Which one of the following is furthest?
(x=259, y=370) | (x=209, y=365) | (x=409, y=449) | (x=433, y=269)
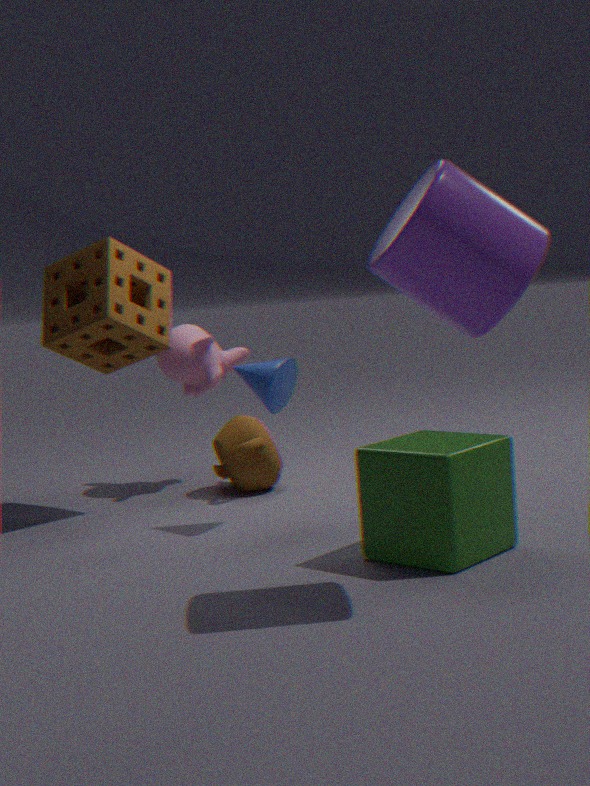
(x=209, y=365)
